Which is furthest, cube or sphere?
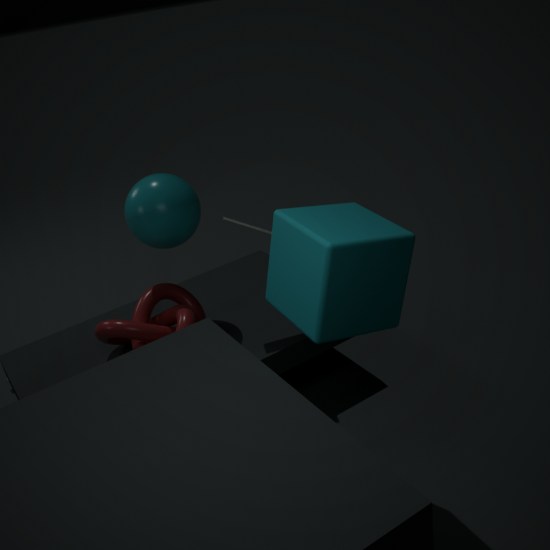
sphere
